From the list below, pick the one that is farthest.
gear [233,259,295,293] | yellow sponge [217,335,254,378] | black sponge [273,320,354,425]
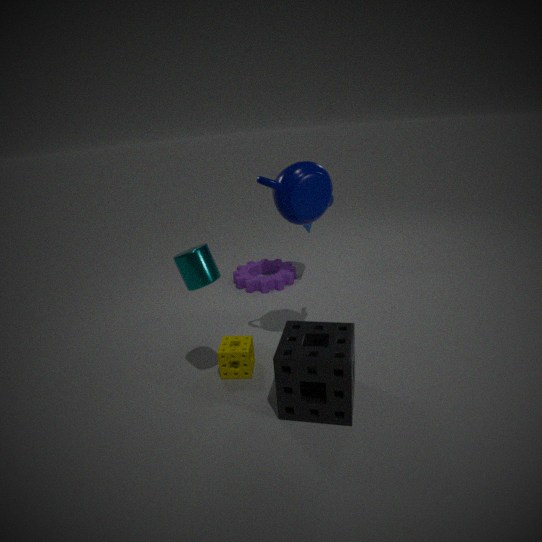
gear [233,259,295,293]
